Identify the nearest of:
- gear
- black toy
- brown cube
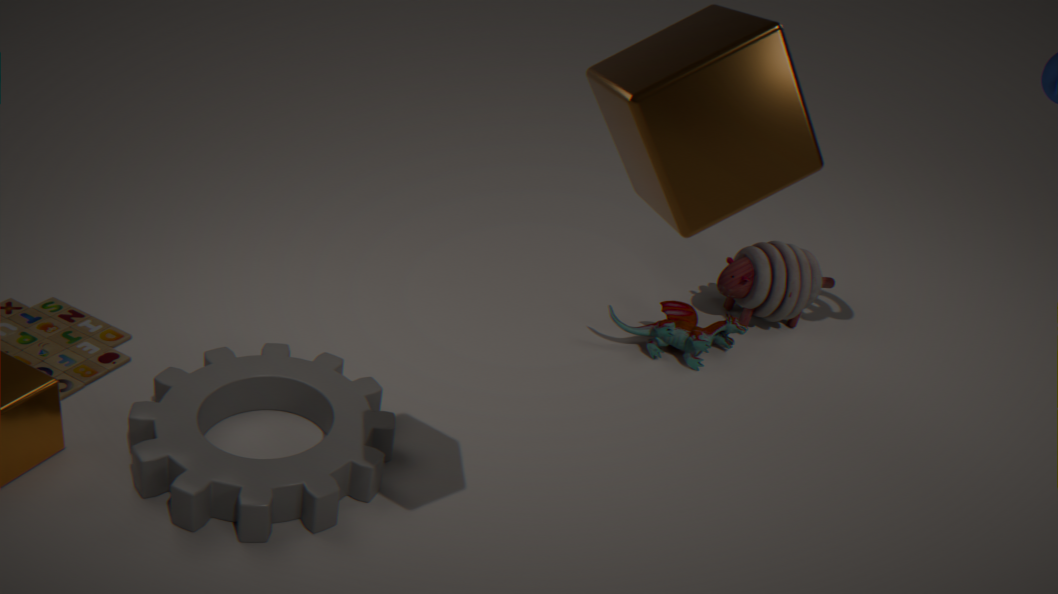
brown cube
